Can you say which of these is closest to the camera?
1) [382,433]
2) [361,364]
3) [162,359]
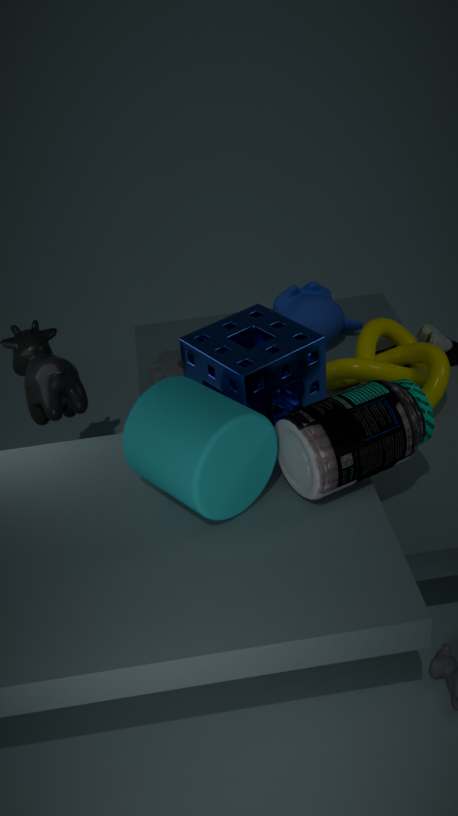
1. [382,433]
